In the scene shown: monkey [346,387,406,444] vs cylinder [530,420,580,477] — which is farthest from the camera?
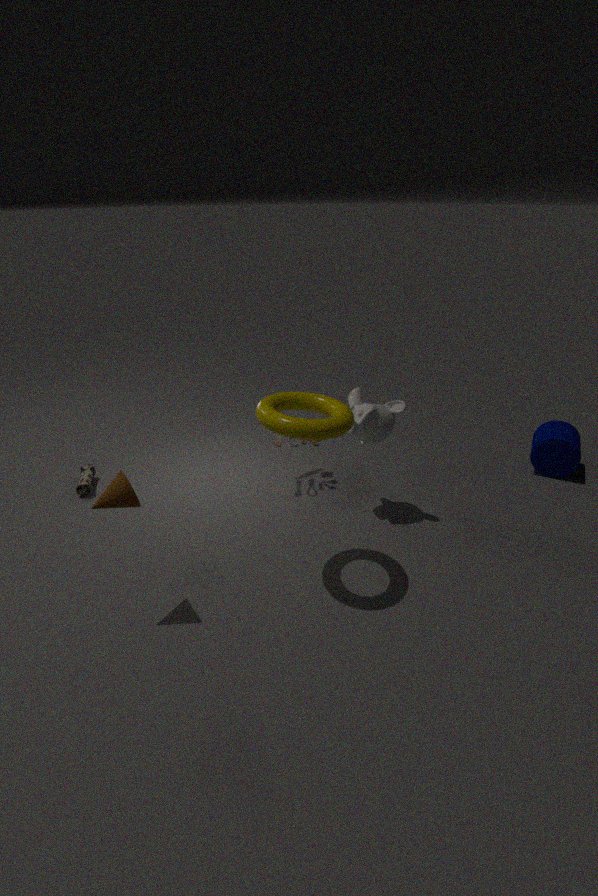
cylinder [530,420,580,477]
